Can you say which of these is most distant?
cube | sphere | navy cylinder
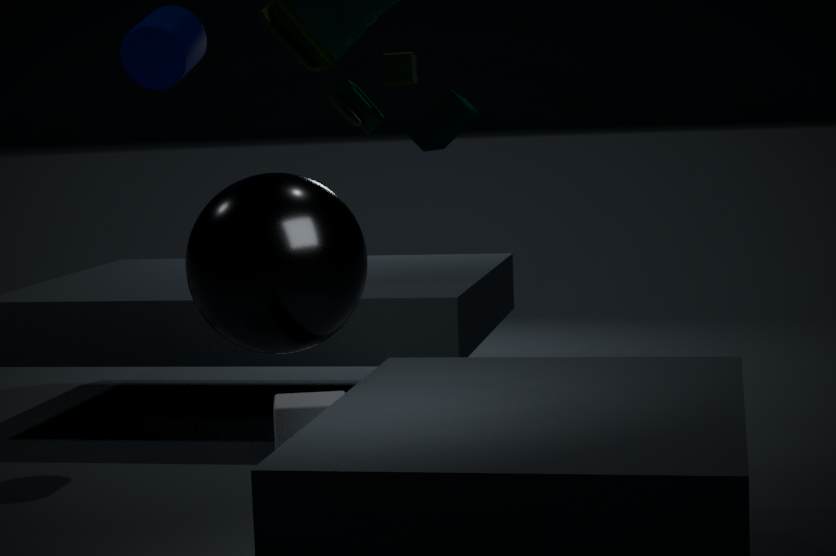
navy cylinder
